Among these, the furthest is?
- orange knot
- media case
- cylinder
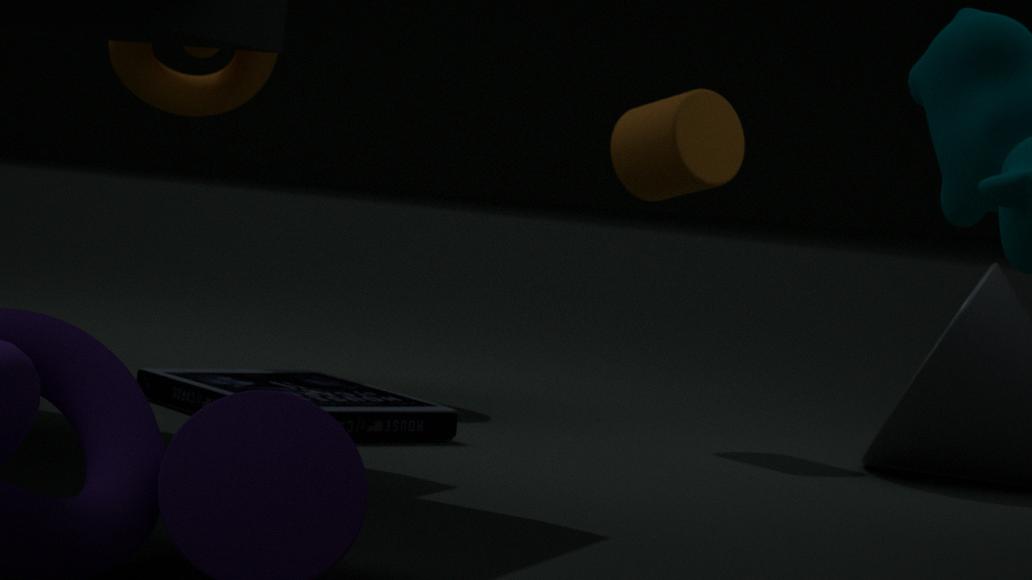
orange knot
